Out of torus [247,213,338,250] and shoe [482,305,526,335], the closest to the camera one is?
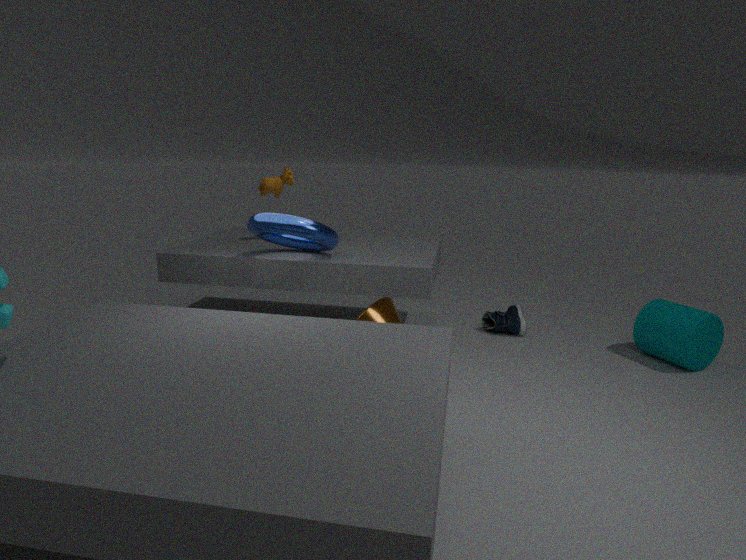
torus [247,213,338,250]
